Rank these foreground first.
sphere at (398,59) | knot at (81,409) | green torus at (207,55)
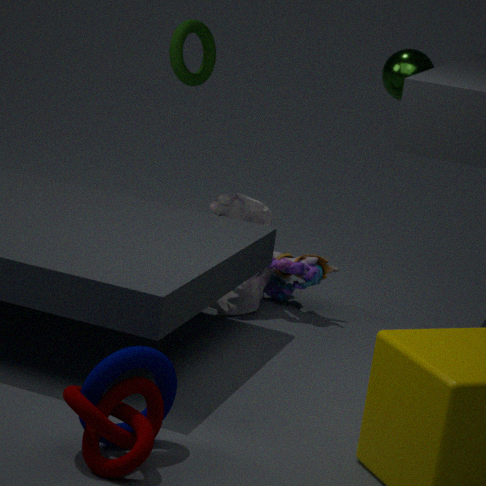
knot at (81,409) < sphere at (398,59) < green torus at (207,55)
